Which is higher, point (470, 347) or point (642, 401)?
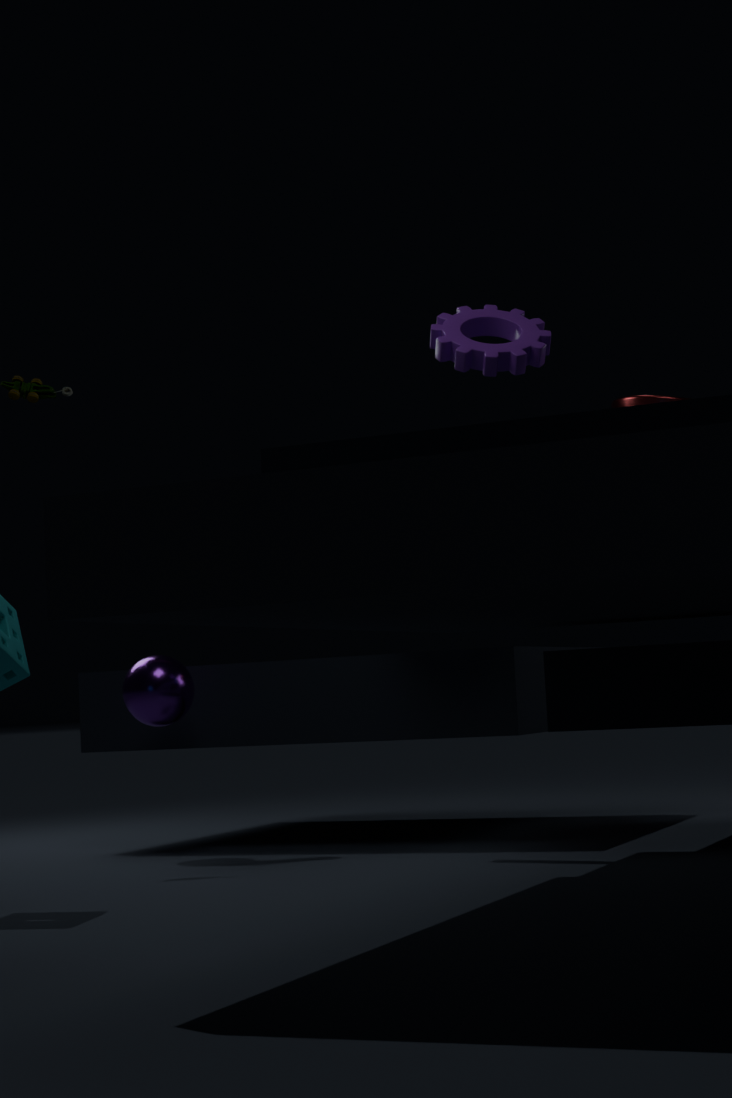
point (470, 347)
